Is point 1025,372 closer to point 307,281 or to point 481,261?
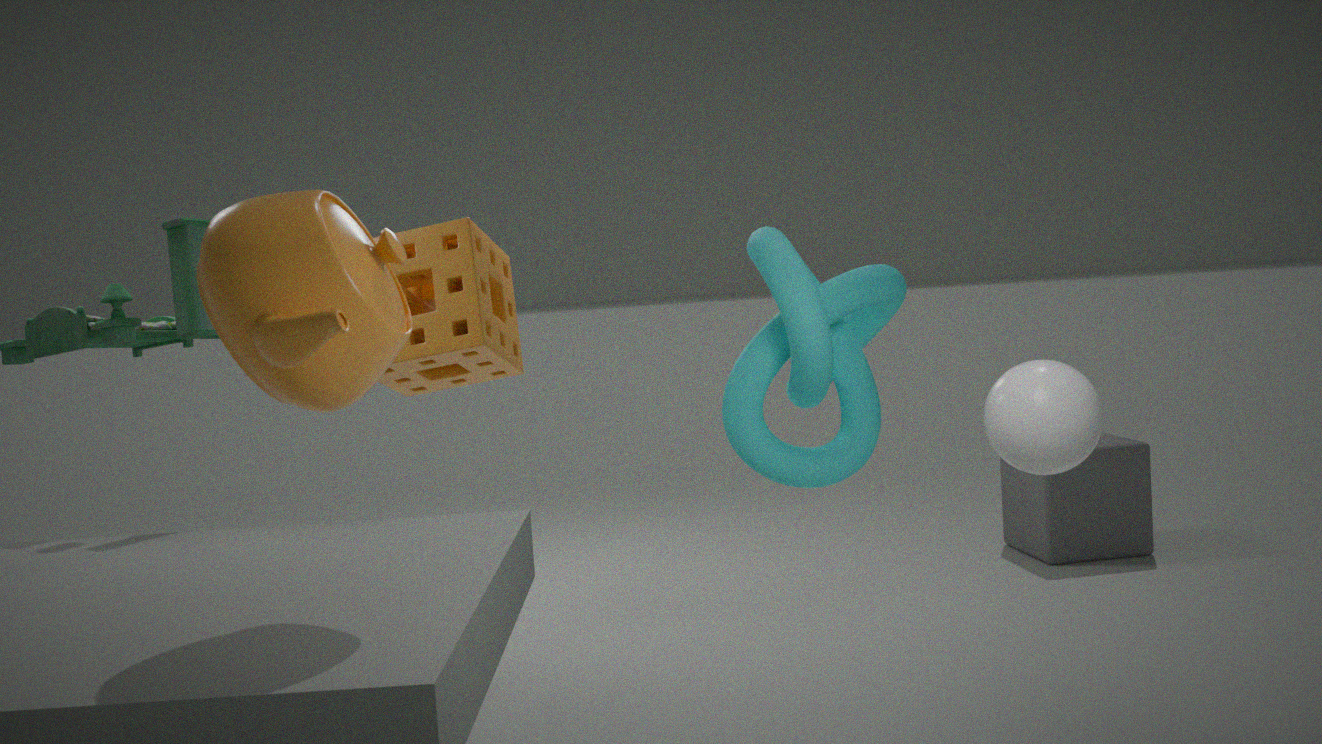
point 307,281
